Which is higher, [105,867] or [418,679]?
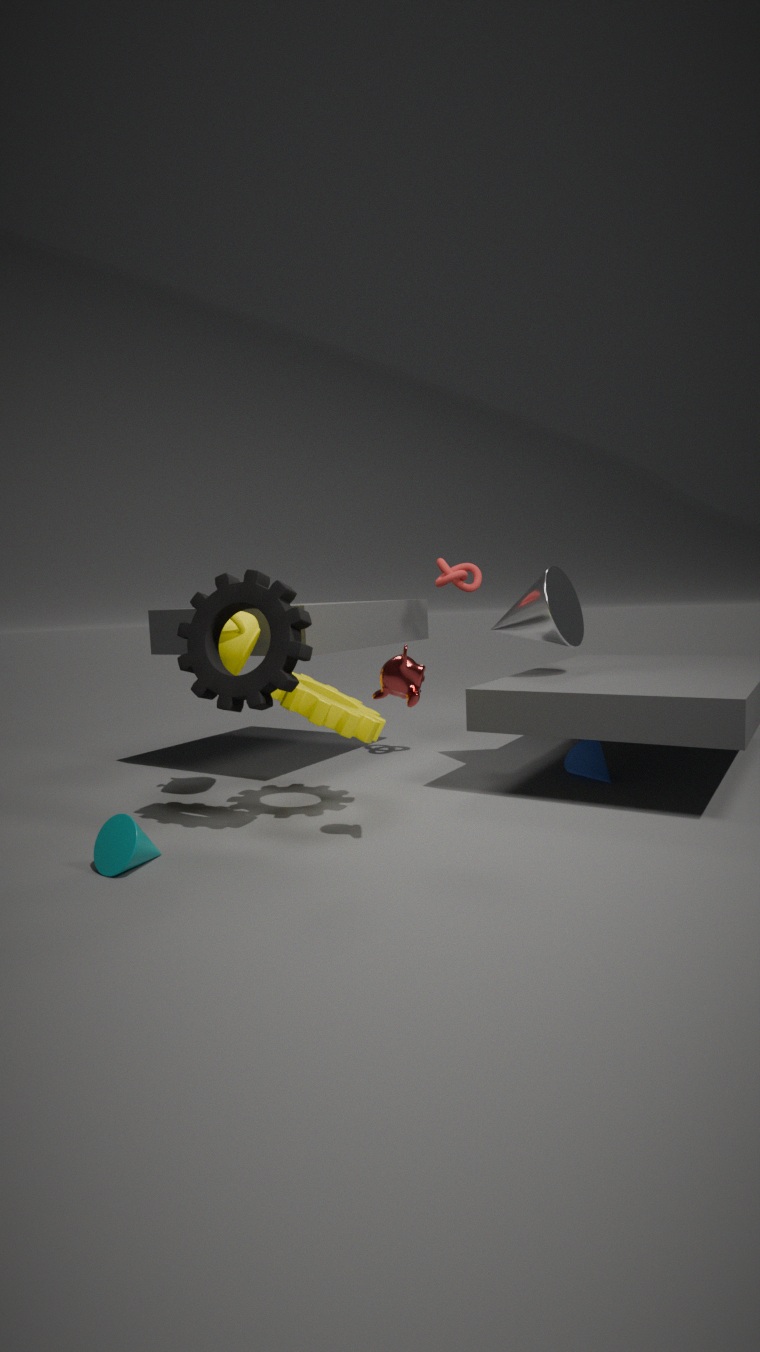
[418,679]
